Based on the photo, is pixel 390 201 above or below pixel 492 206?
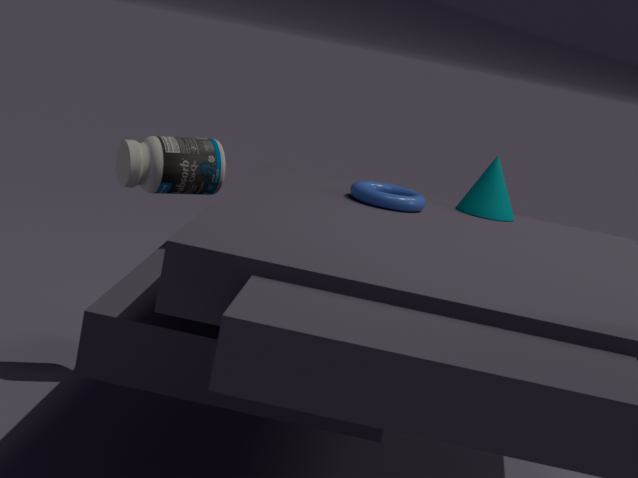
below
